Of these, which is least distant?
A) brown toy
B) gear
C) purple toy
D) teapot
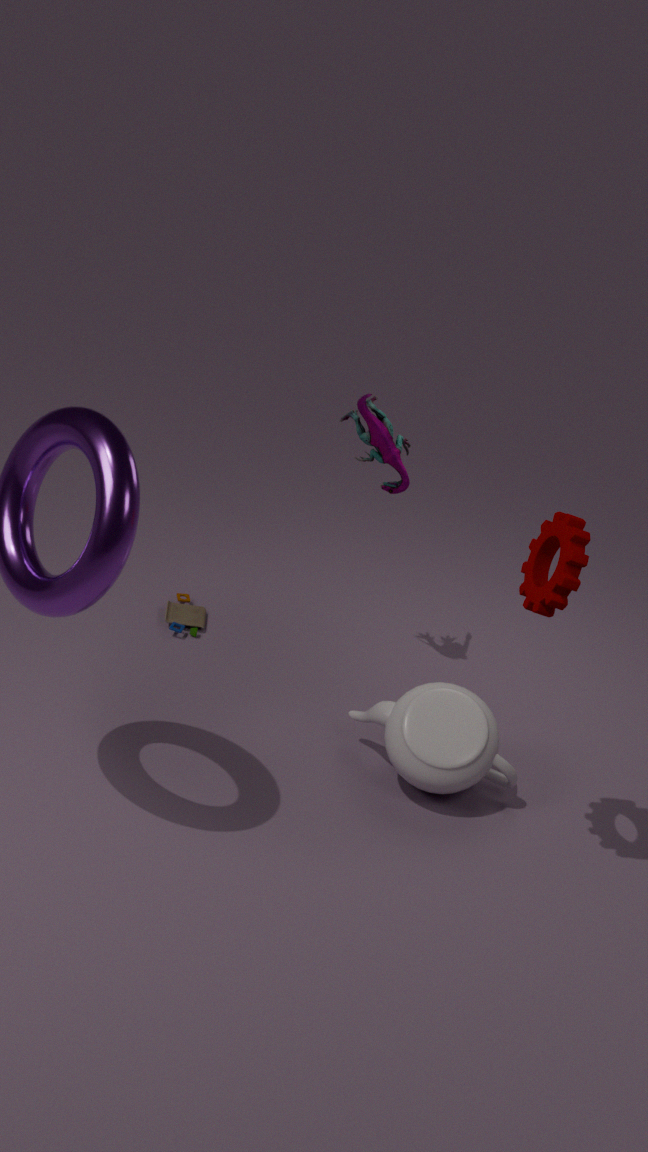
gear
